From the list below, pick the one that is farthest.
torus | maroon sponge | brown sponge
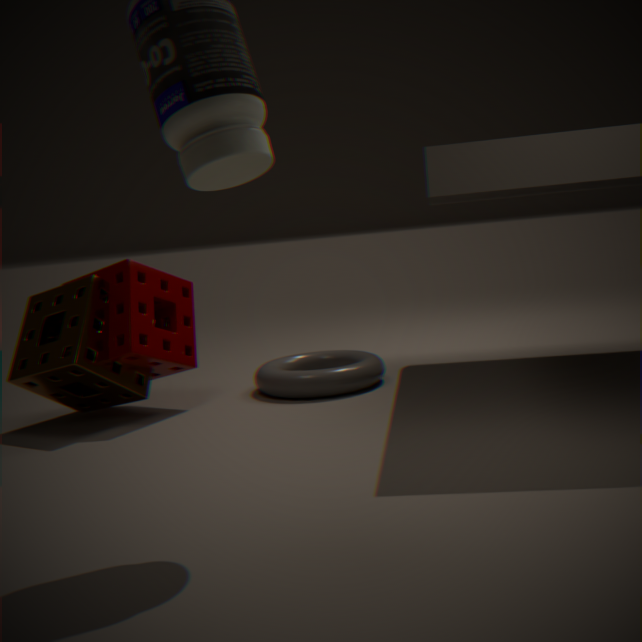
torus
